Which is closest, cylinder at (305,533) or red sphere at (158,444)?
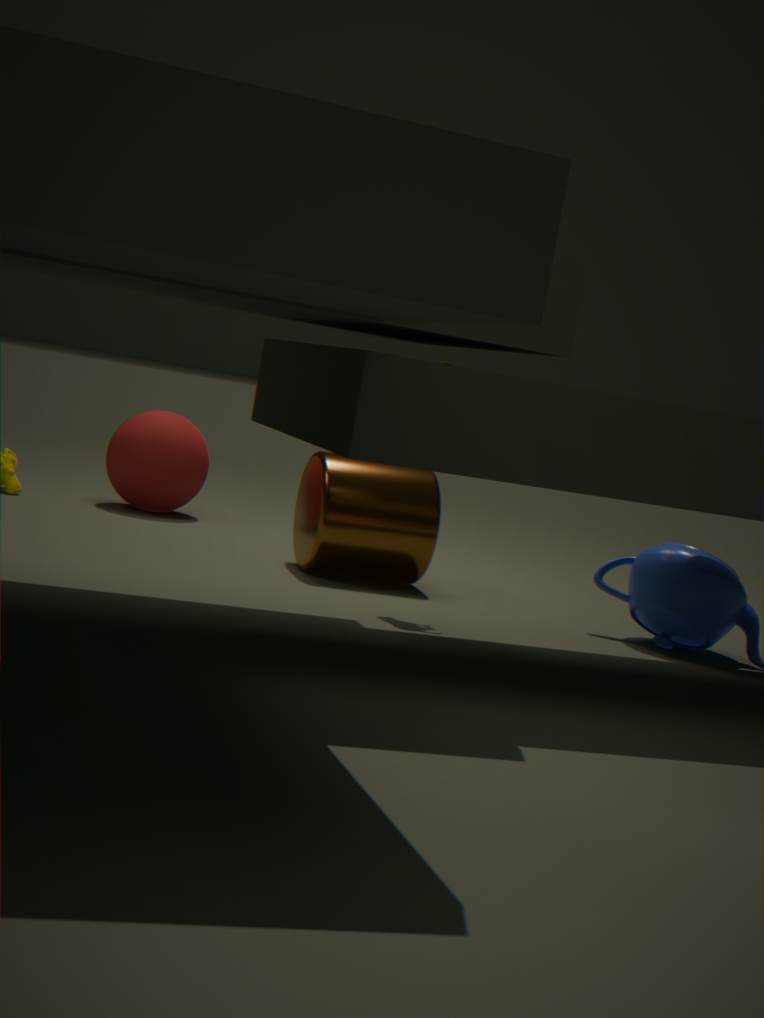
cylinder at (305,533)
